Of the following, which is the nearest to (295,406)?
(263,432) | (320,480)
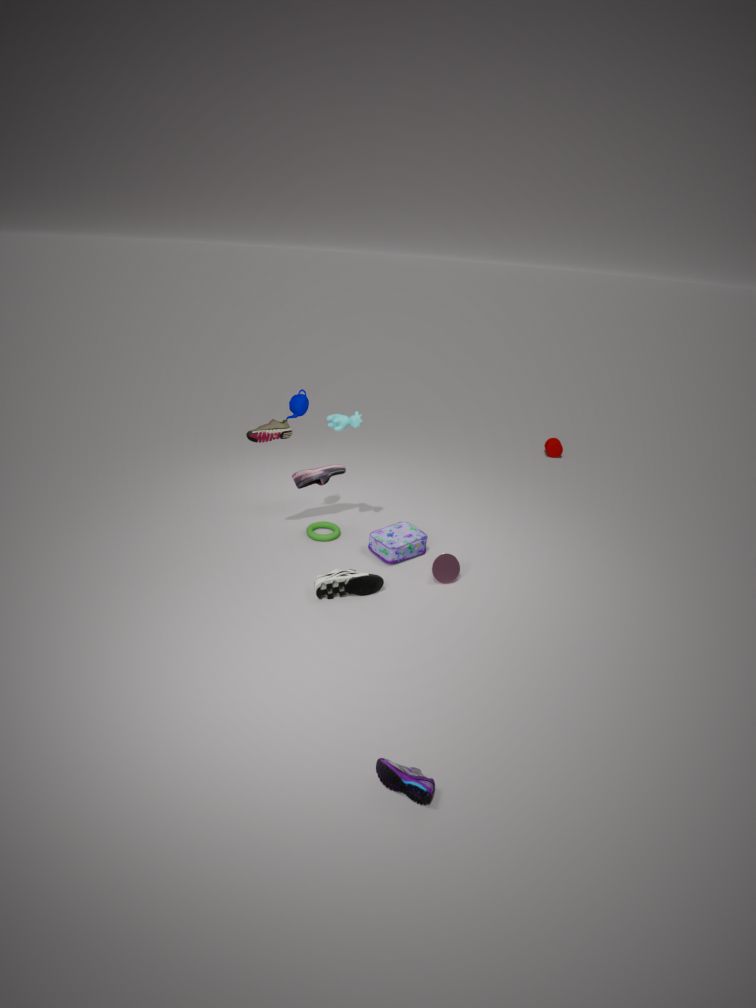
(263,432)
